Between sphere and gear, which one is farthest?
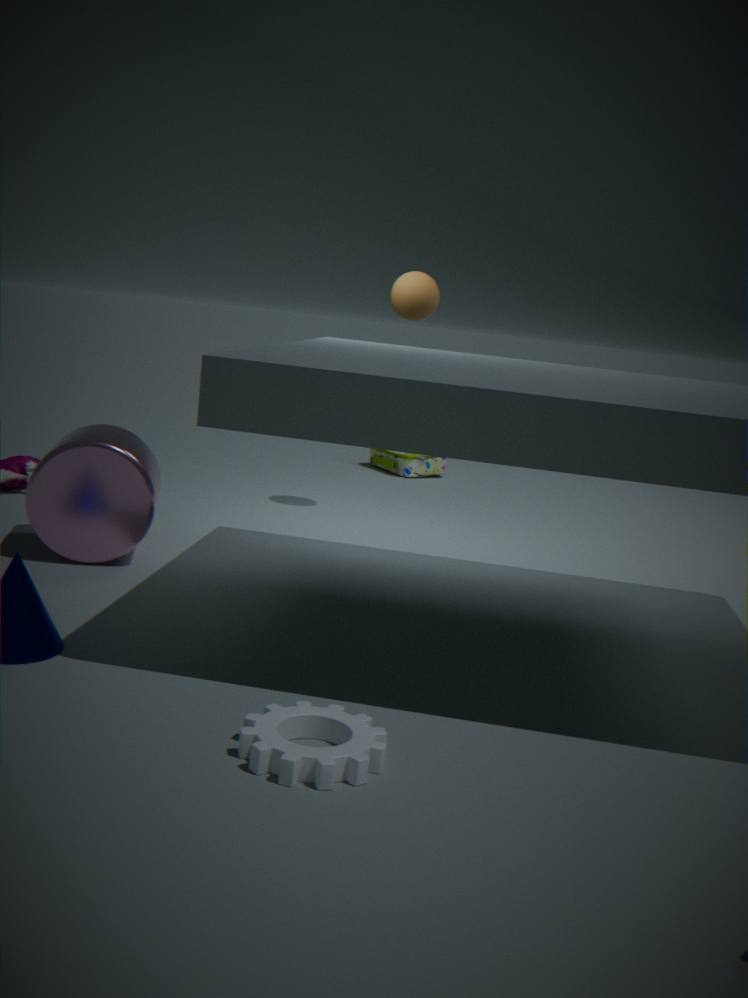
sphere
